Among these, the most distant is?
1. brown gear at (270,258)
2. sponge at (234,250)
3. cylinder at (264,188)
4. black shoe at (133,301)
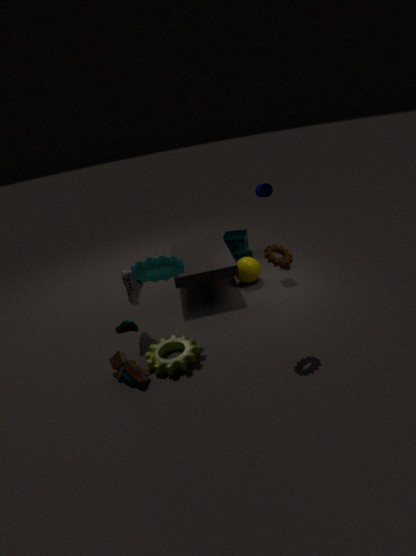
sponge at (234,250)
